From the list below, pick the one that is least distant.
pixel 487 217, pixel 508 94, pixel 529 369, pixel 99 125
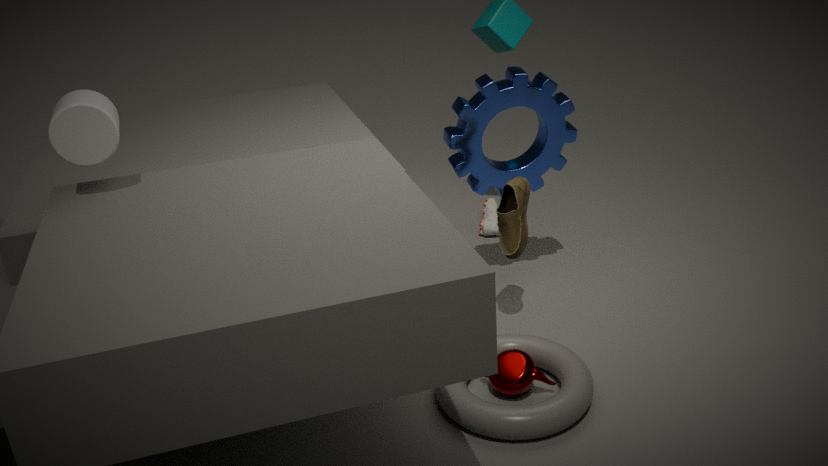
pixel 99 125
